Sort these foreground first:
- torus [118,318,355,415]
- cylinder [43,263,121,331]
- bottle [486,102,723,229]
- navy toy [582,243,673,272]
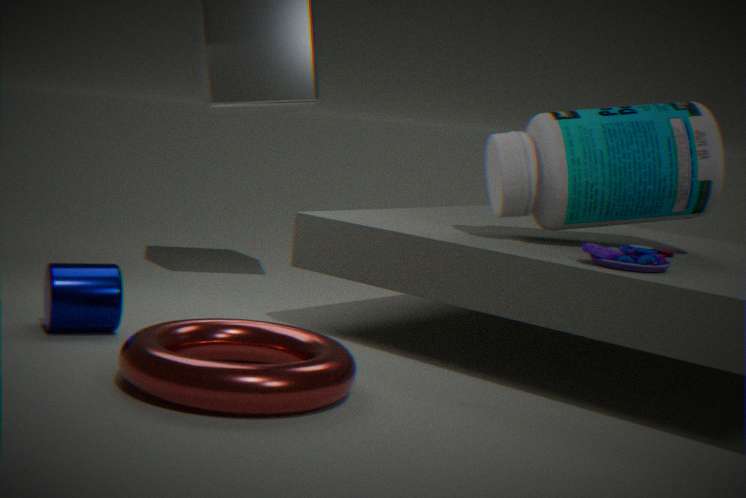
torus [118,318,355,415] → navy toy [582,243,673,272] → cylinder [43,263,121,331] → bottle [486,102,723,229]
